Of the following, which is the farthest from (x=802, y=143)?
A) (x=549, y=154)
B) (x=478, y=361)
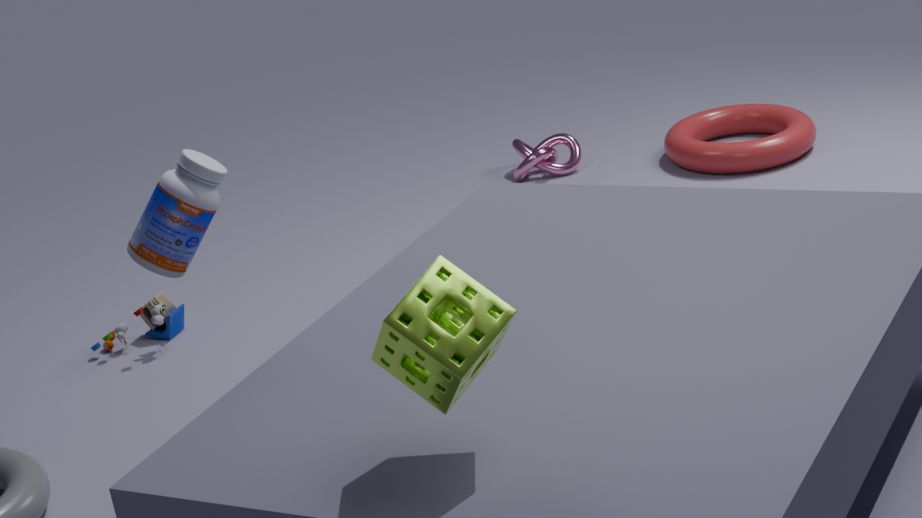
(x=478, y=361)
